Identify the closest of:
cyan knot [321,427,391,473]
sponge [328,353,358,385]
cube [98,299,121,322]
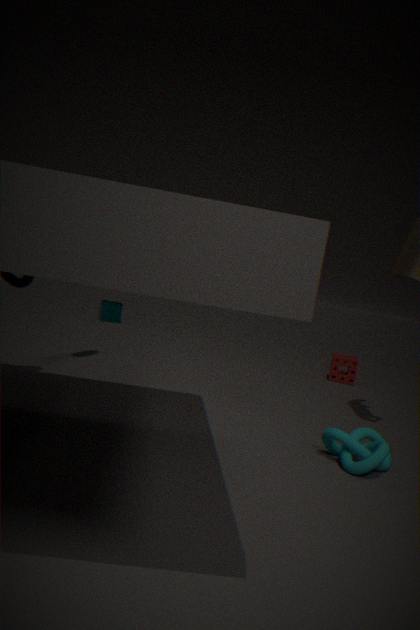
cyan knot [321,427,391,473]
